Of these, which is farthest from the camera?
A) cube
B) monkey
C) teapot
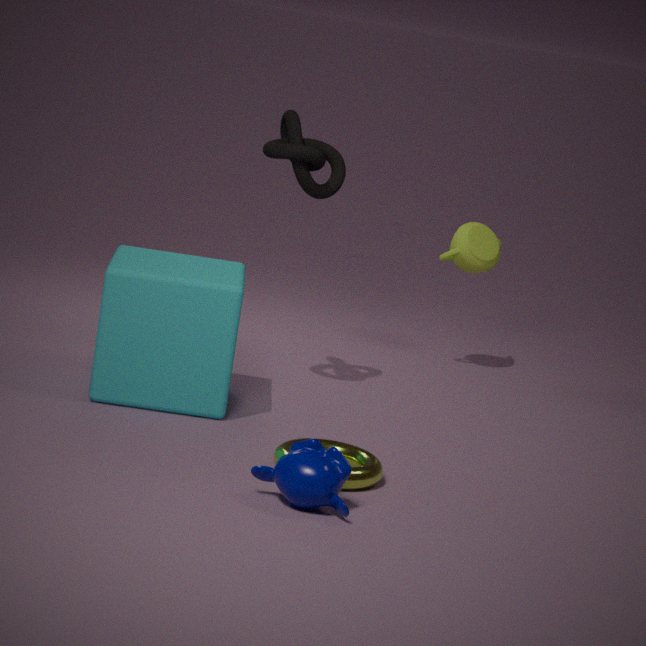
teapot
